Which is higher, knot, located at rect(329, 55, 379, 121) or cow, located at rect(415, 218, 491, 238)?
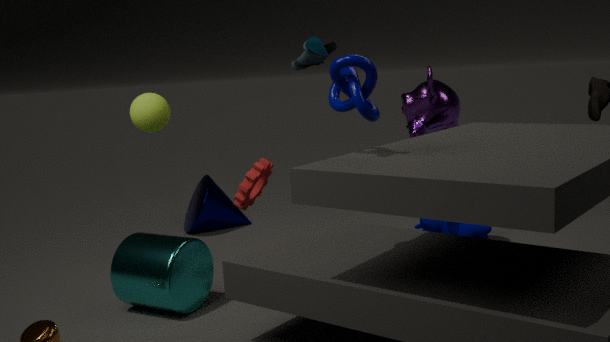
knot, located at rect(329, 55, 379, 121)
